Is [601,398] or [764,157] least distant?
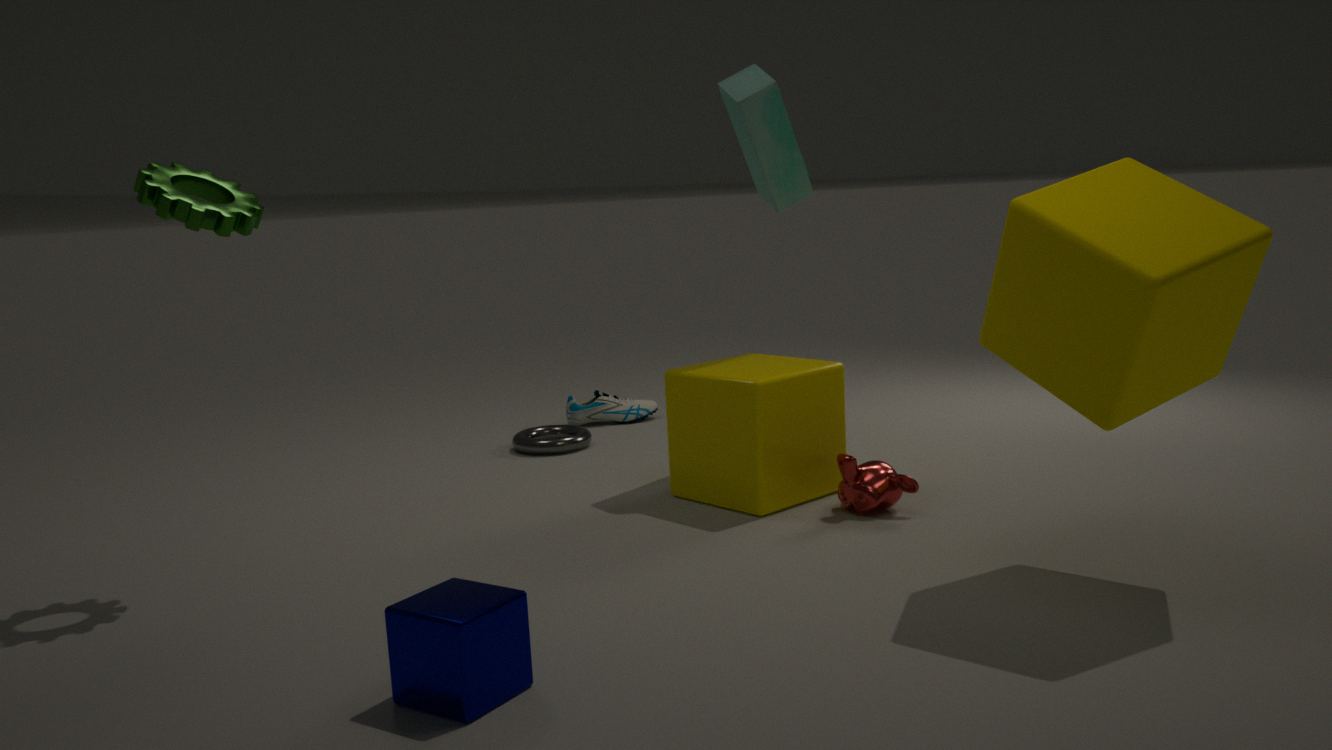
[764,157]
